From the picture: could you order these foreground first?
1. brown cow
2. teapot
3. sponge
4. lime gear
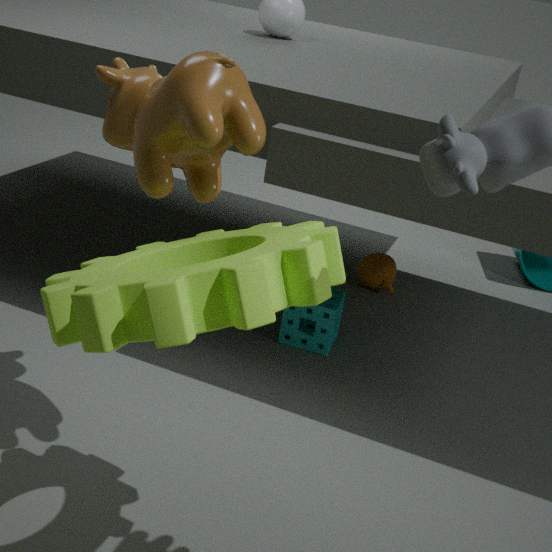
lime gear, brown cow, sponge, teapot
